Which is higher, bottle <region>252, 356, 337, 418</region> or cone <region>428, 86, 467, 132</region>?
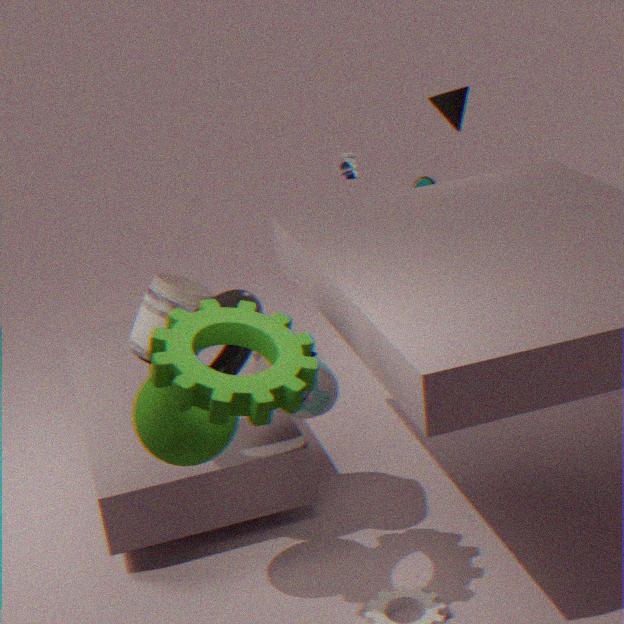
cone <region>428, 86, 467, 132</region>
